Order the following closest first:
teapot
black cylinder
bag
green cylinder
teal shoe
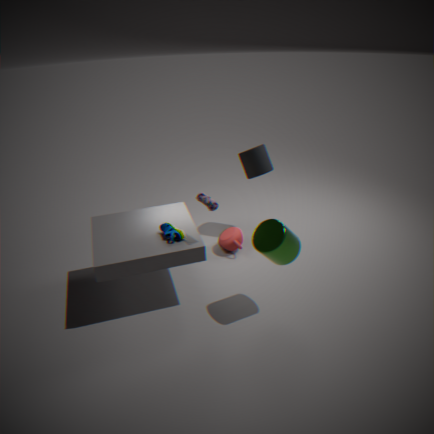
green cylinder < bag < teal shoe < teapot < black cylinder
